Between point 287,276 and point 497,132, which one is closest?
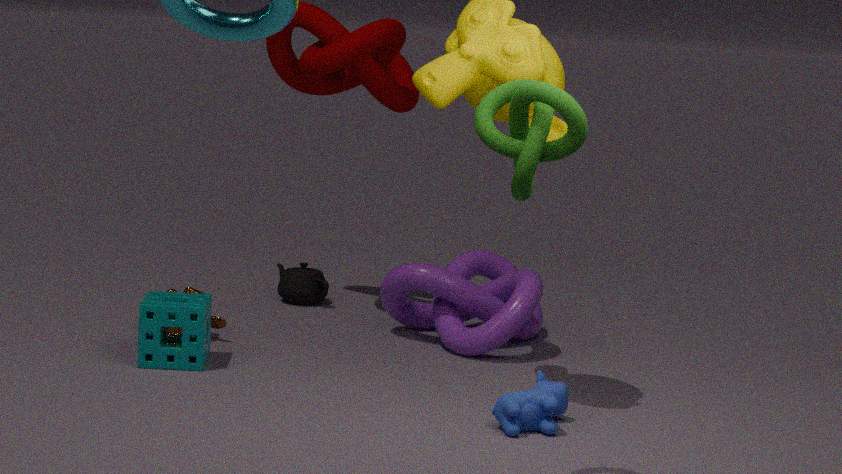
point 497,132
